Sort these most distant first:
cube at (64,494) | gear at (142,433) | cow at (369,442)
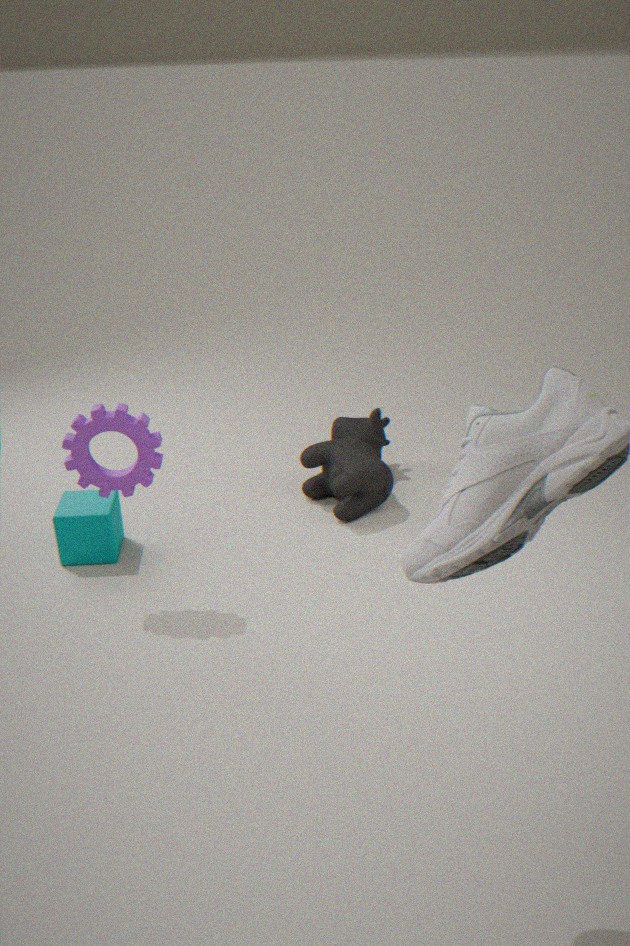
cow at (369,442)
cube at (64,494)
gear at (142,433)
